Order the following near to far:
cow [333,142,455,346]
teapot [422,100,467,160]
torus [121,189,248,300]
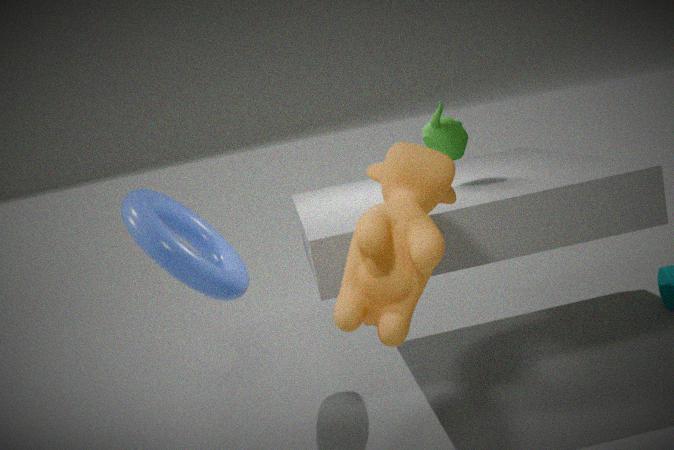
cow [333,142,455,346] < torus [121,189,248,300] < teapot [422,100,467,160]
